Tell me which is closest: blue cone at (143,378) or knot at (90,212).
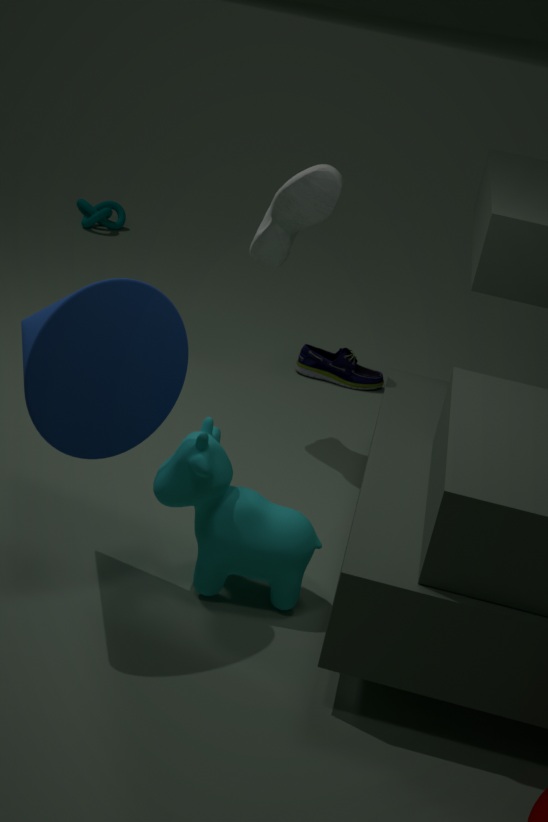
blue cone at (143,378)
